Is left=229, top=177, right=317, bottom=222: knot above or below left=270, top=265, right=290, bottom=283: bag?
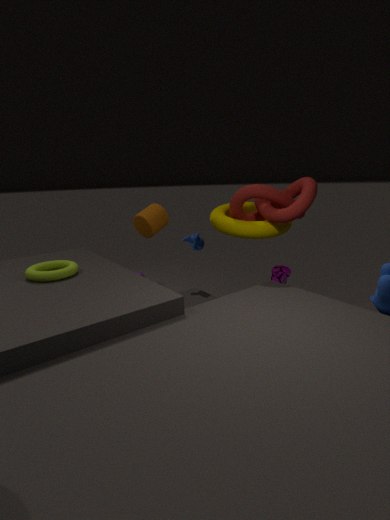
above
